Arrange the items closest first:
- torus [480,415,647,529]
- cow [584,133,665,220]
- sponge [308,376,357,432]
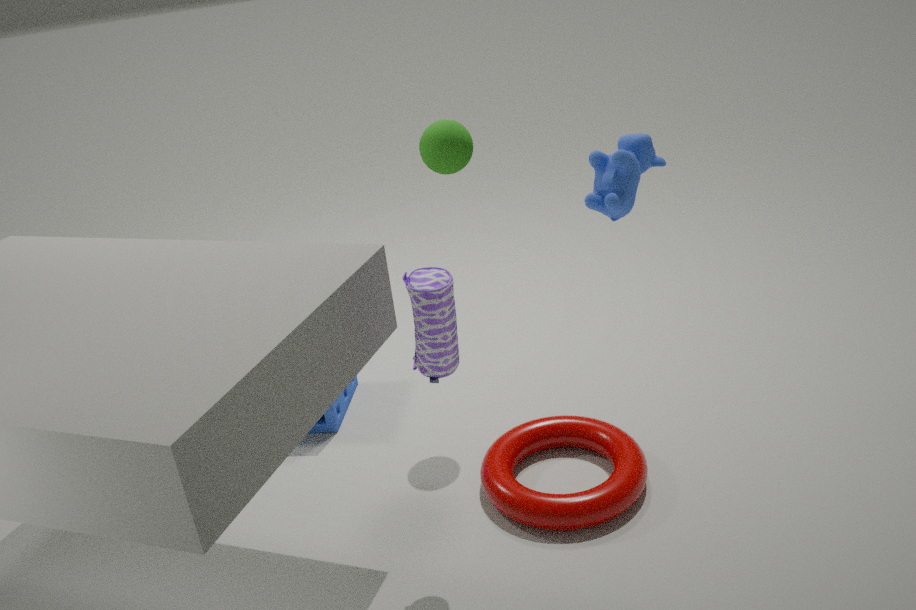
cow [584,133,665,220] < torus [480,415,647,529] < sponge [308,376,357,432]
